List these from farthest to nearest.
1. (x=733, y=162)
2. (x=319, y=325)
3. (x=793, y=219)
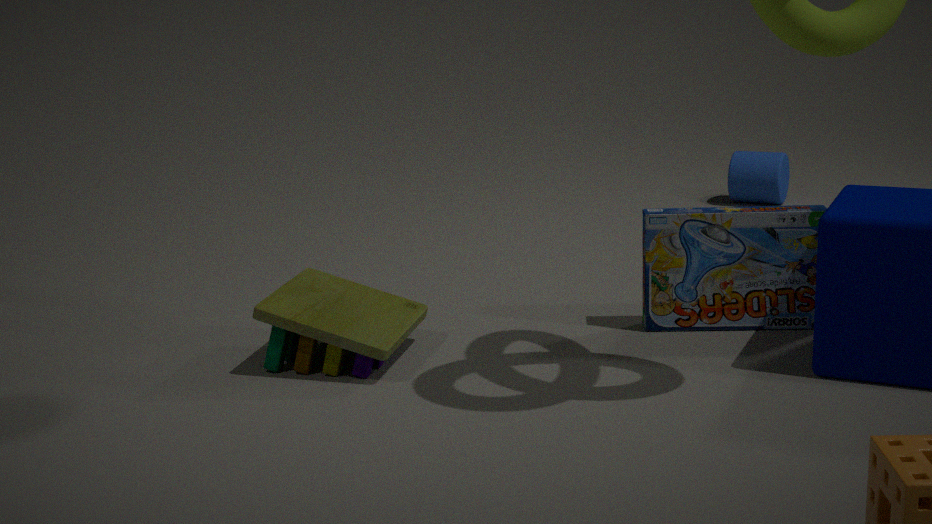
(x=733, y=162), (x=793, y=219), (x=319, y=325)
